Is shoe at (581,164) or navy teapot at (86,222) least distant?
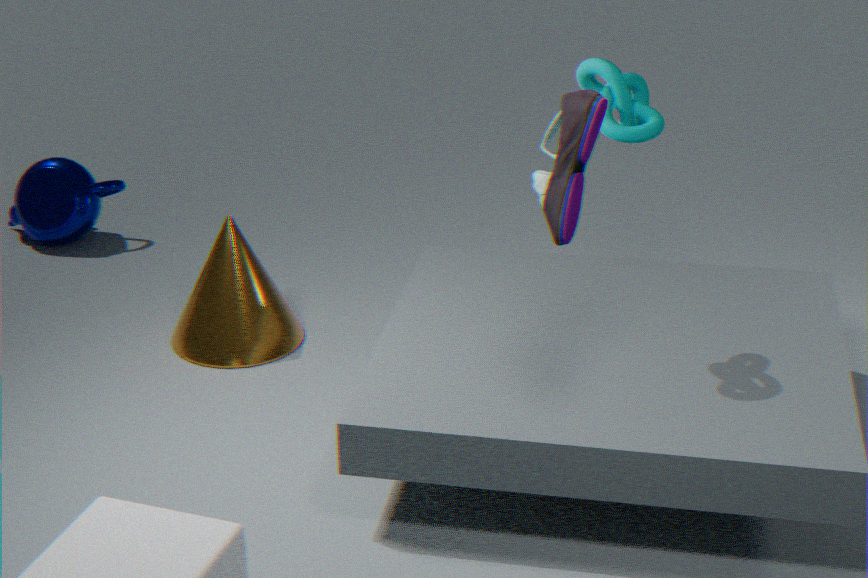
shoe at (581,164)
